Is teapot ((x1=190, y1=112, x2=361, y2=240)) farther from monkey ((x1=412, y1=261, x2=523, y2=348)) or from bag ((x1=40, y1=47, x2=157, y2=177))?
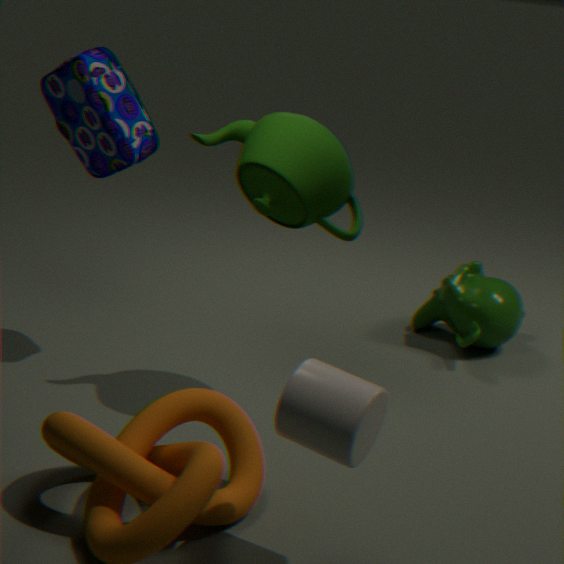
monkey ((x1=412, y1=261, x2=523, y2=348))
